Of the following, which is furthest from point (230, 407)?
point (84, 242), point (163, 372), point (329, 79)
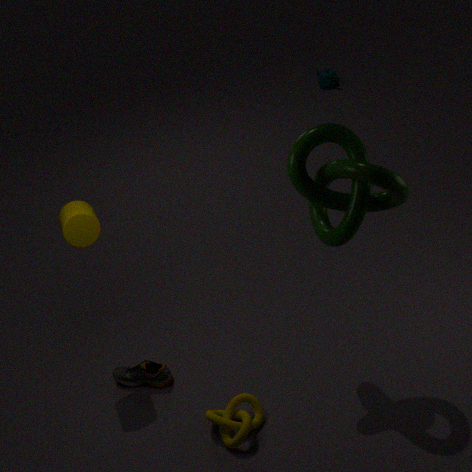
point (329, 79)
